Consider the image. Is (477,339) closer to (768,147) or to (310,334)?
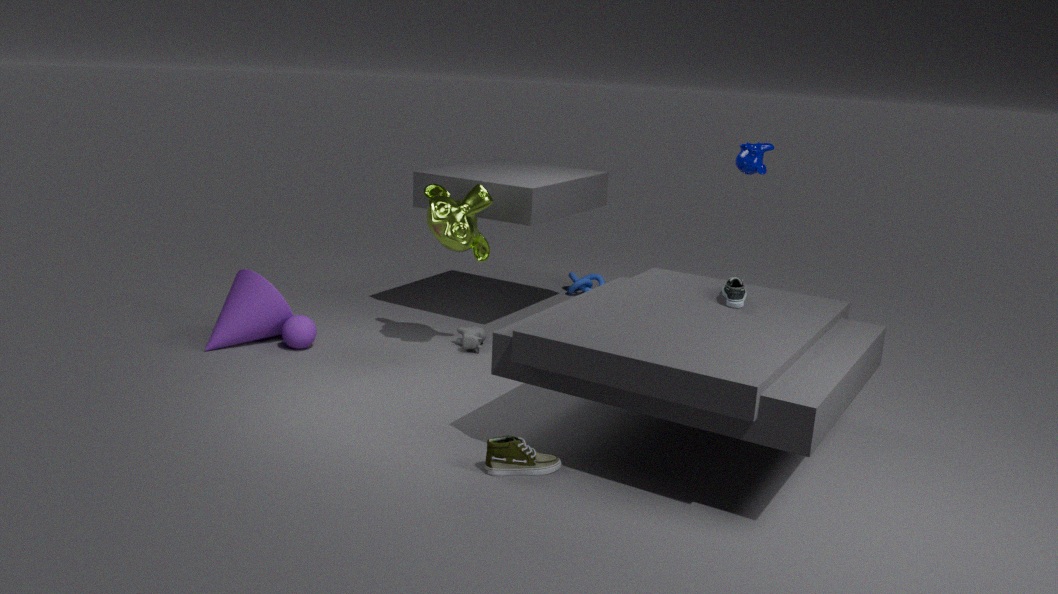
(310,334)
